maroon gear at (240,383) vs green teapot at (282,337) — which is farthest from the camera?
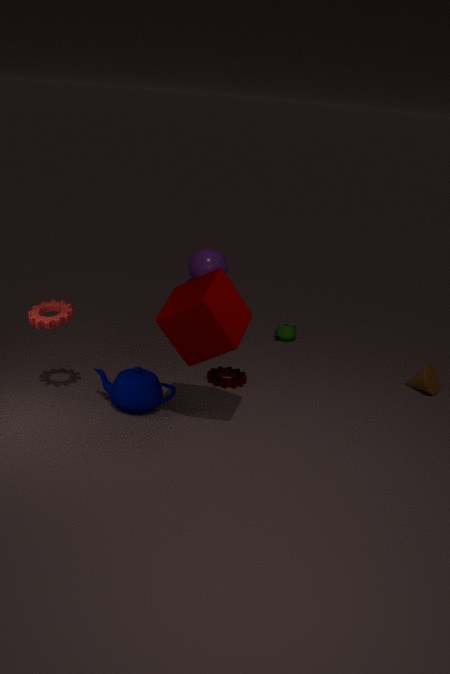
green teapot at (282,337)
